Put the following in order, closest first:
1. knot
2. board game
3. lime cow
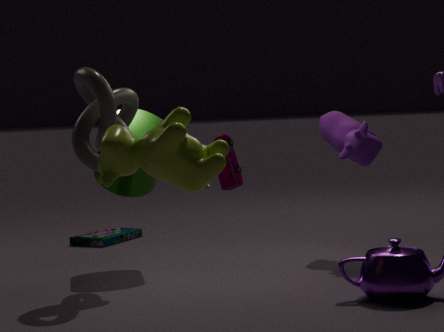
lime cow < knot < board game
